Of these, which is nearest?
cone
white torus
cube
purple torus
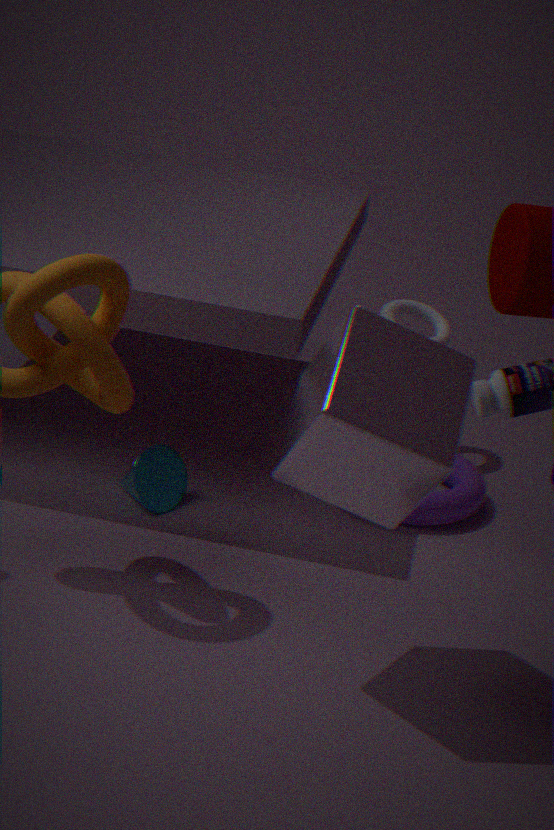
cube
